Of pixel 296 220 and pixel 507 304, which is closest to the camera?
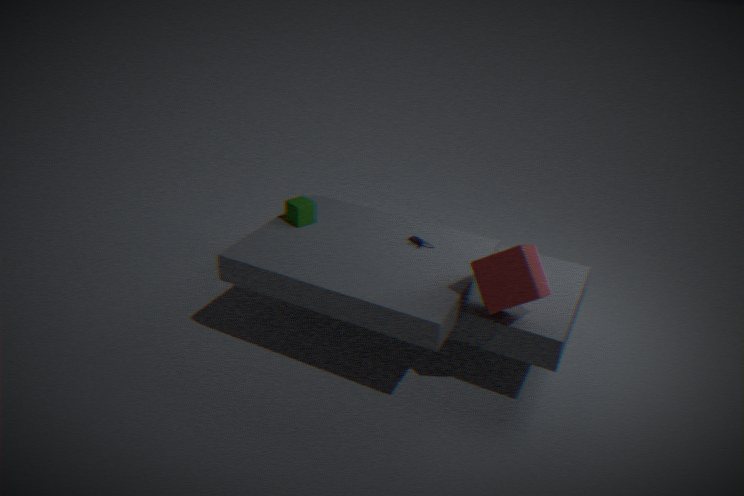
pixel 507 304
